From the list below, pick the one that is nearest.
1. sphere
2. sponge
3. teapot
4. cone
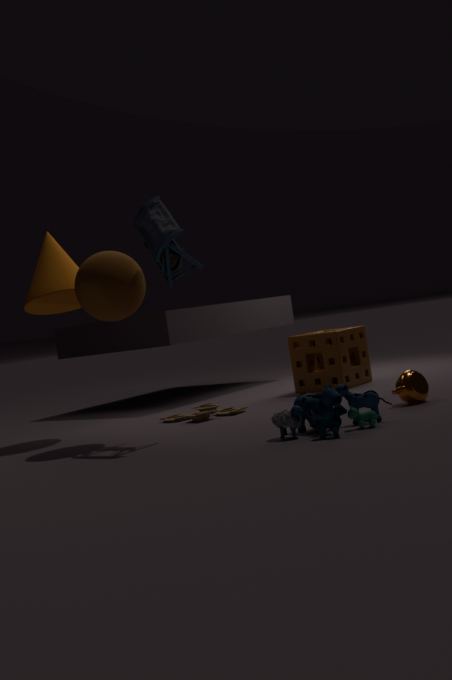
teapot
